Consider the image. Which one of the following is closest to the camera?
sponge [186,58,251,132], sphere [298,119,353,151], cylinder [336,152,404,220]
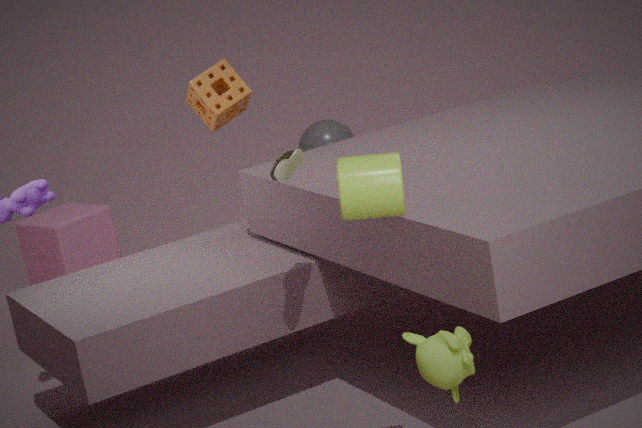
cylinder [336,152,404,220]
